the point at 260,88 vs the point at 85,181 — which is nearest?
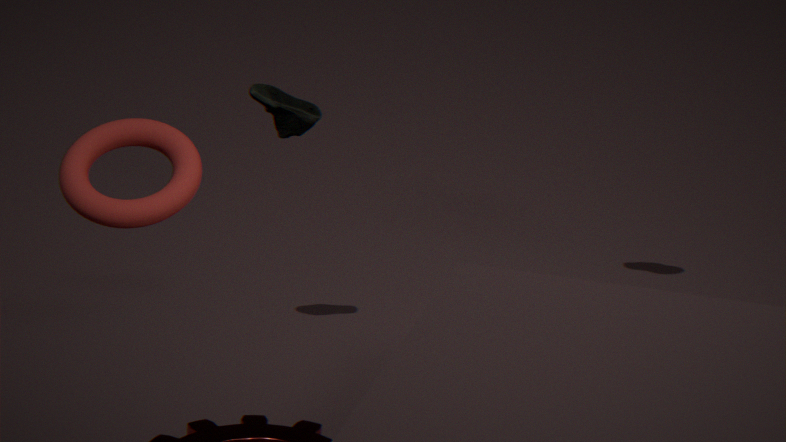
→ the point at 85,181
